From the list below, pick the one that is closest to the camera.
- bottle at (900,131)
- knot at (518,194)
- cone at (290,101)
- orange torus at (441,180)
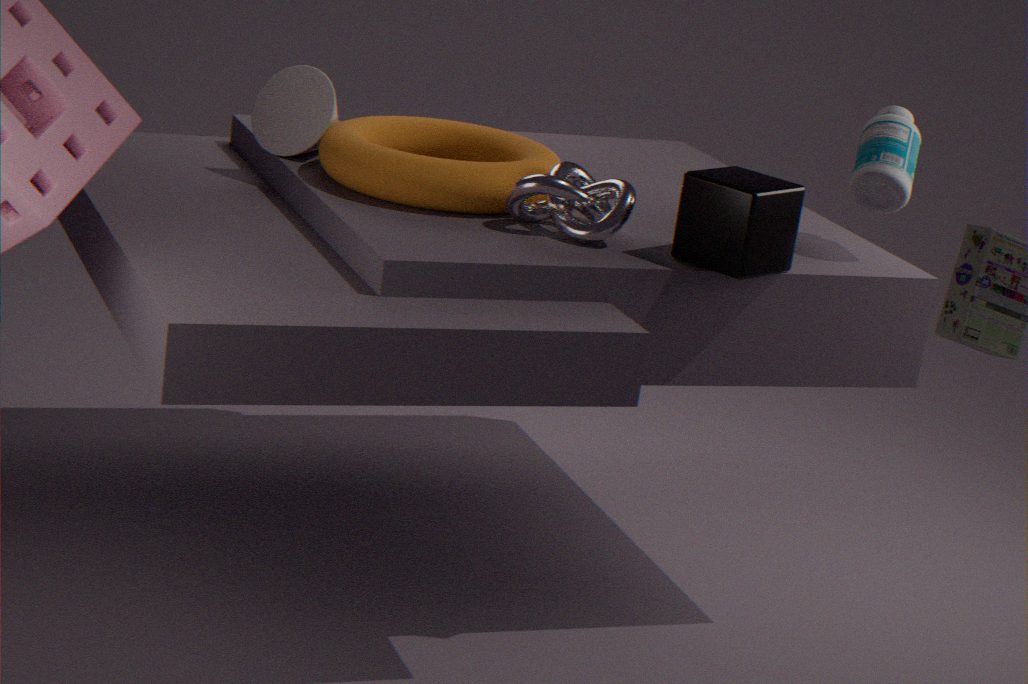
→ knot at (518,194)
